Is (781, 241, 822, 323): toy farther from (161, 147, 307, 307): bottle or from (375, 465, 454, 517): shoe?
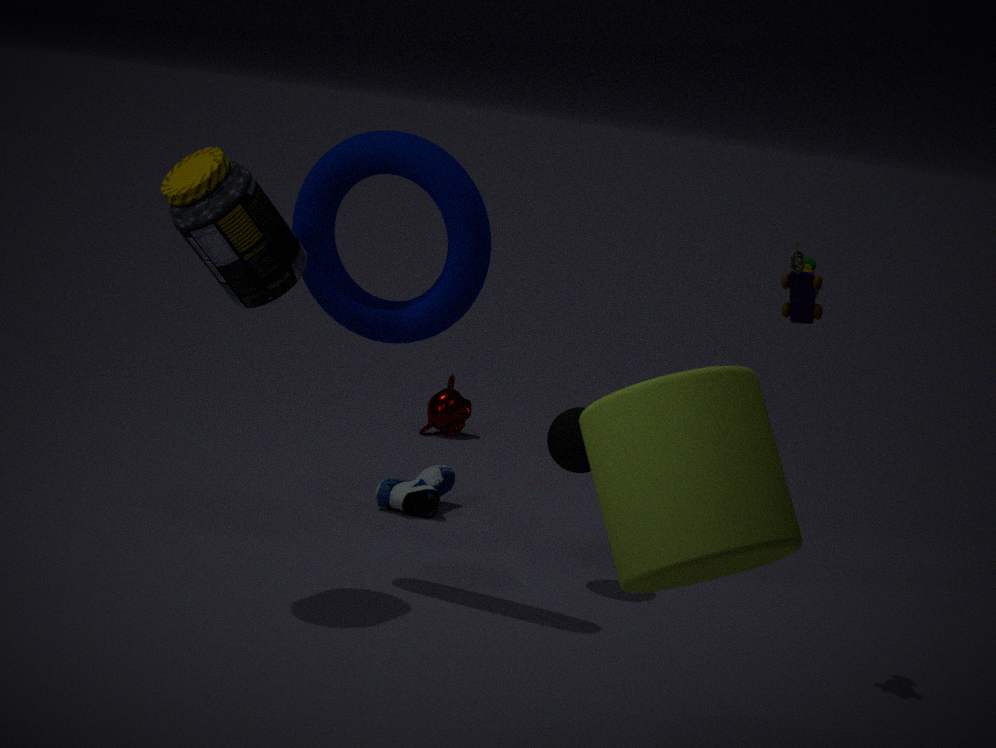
(375, 465, 454, 517): shoe
